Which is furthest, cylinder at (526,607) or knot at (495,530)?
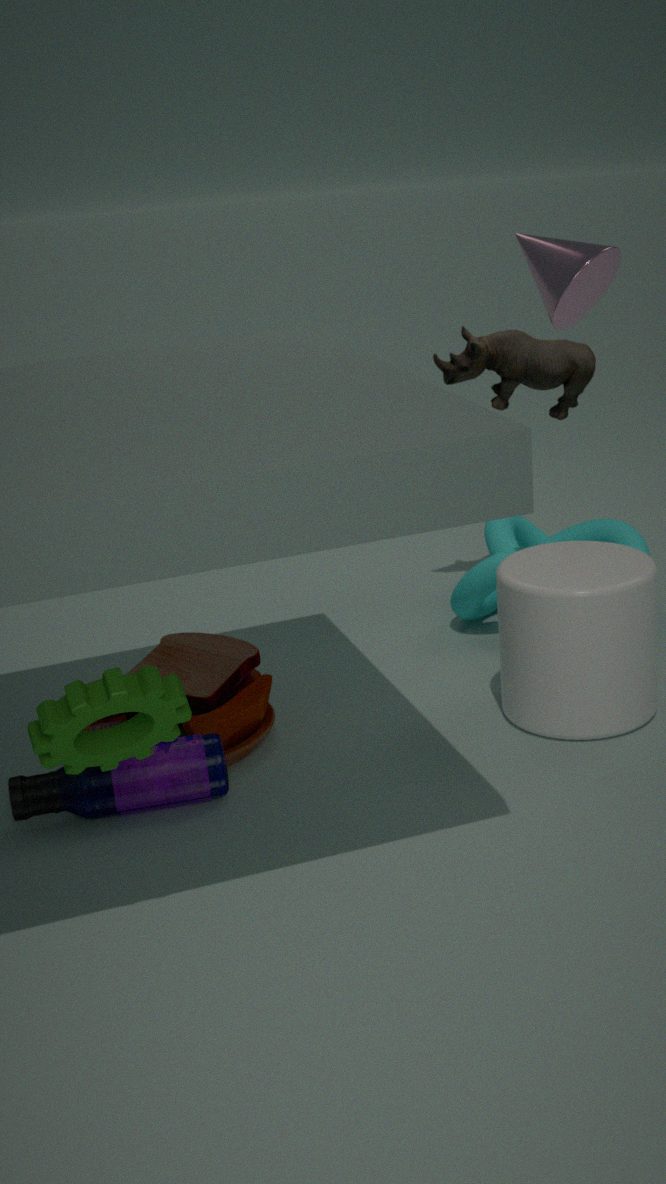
knot at (495,530)
